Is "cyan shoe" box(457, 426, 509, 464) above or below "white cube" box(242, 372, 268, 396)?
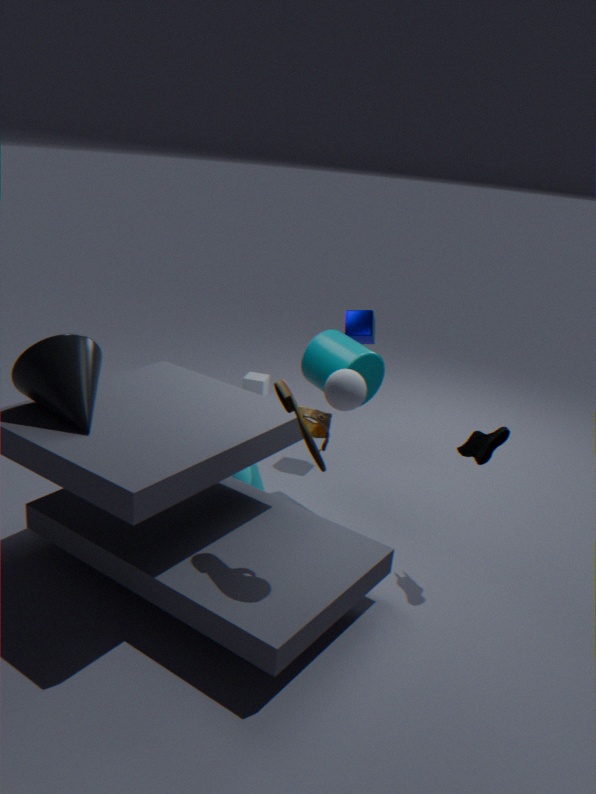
above
